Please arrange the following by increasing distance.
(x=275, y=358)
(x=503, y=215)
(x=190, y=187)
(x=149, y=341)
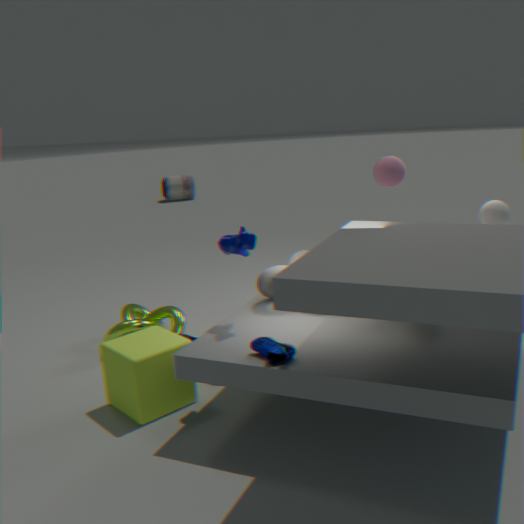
(x=275, y=358) → (x=149, y=341) → (x=503, y=215) → (x=190, y=187)
